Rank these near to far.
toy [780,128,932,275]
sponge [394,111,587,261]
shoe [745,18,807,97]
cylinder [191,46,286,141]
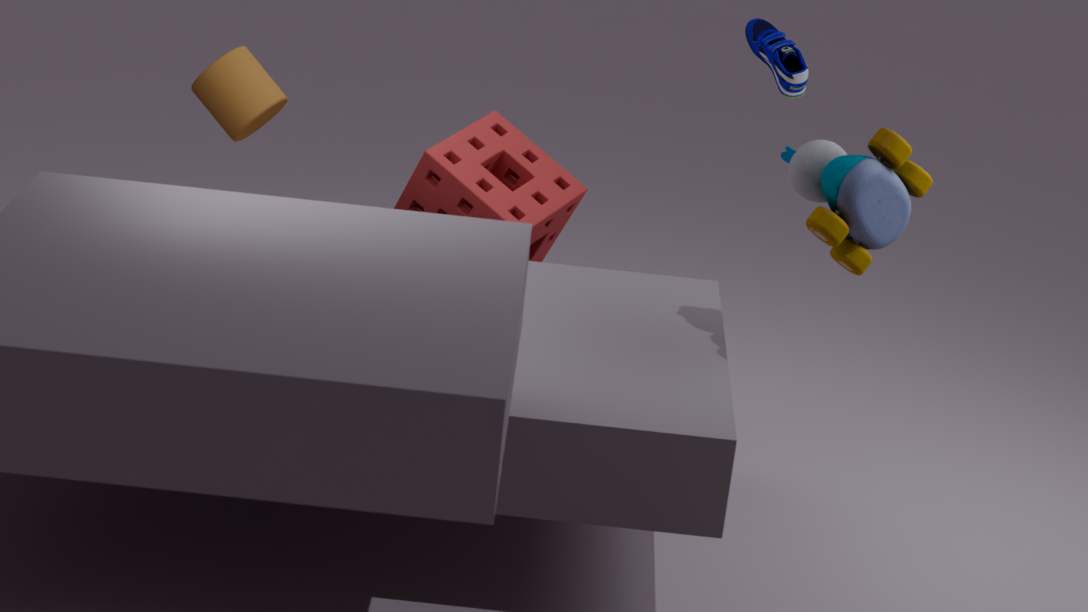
toy [780,128,932,275], cylinder [191,46,286,141], sponge [394,111,587,261], shoe [745,18,807,97]
